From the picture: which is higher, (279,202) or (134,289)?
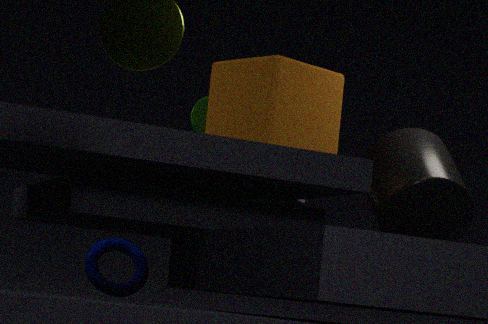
(279,202)
